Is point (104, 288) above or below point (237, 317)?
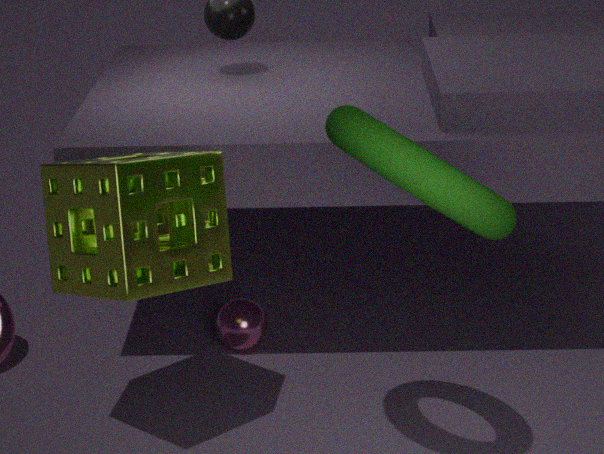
above
